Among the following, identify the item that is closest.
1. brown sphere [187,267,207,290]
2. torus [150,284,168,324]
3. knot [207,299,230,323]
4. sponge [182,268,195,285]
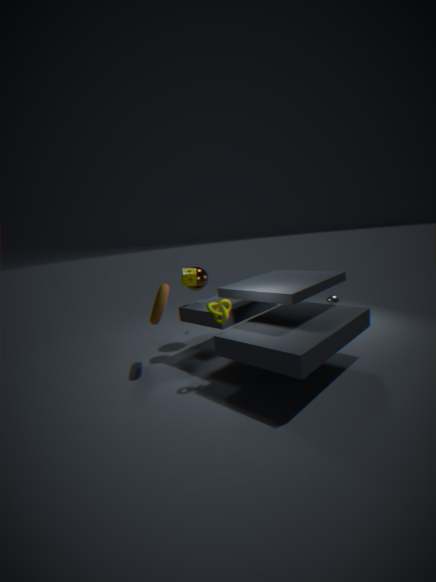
knot [207,299,230,323]
